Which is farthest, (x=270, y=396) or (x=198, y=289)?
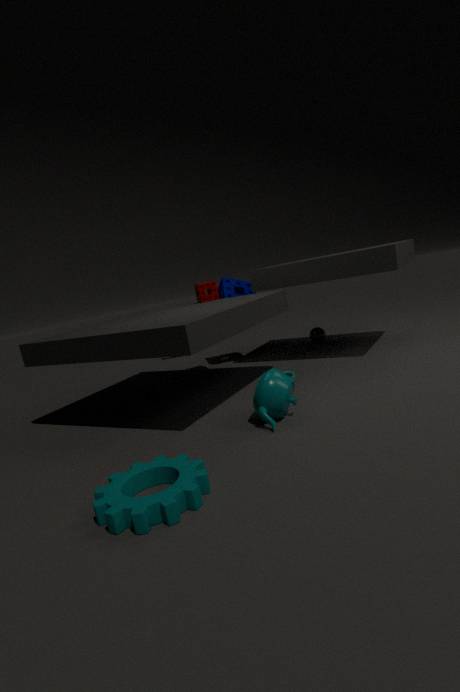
(x=198, y=289)
